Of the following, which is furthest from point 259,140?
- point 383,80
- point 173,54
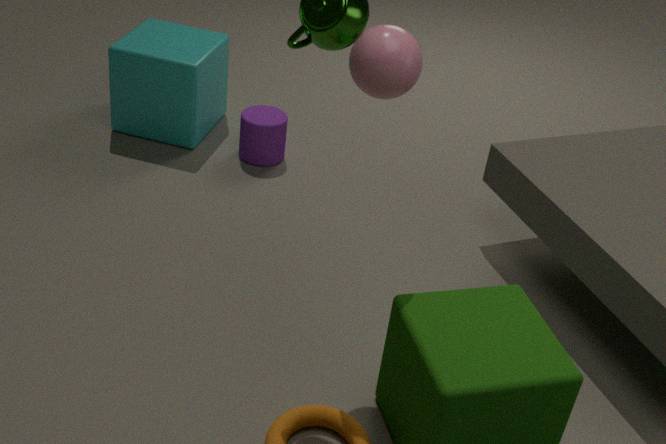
point 383,80
